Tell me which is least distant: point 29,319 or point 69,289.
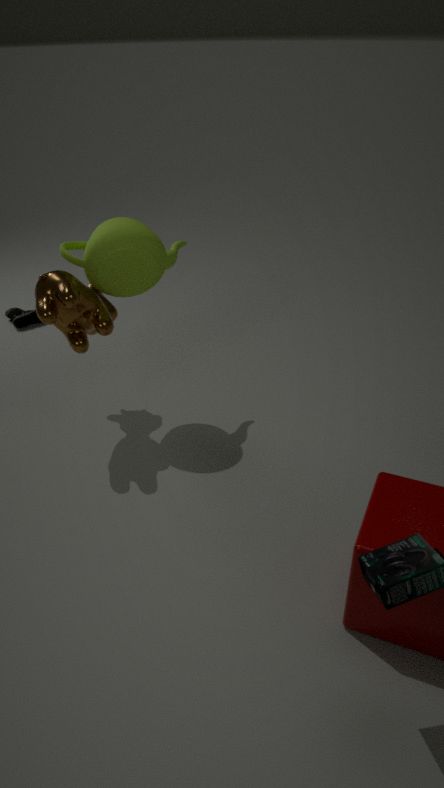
point 69,289
